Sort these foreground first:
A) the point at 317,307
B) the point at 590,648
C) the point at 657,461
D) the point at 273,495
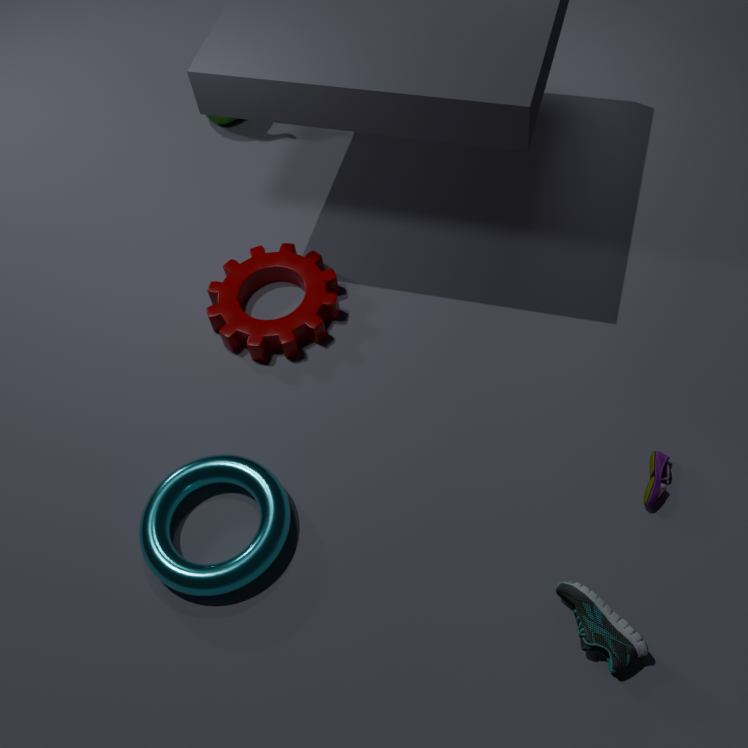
the point at 590,648 → the point at 657,461 → the point at 273,495 → the point at 317,307
